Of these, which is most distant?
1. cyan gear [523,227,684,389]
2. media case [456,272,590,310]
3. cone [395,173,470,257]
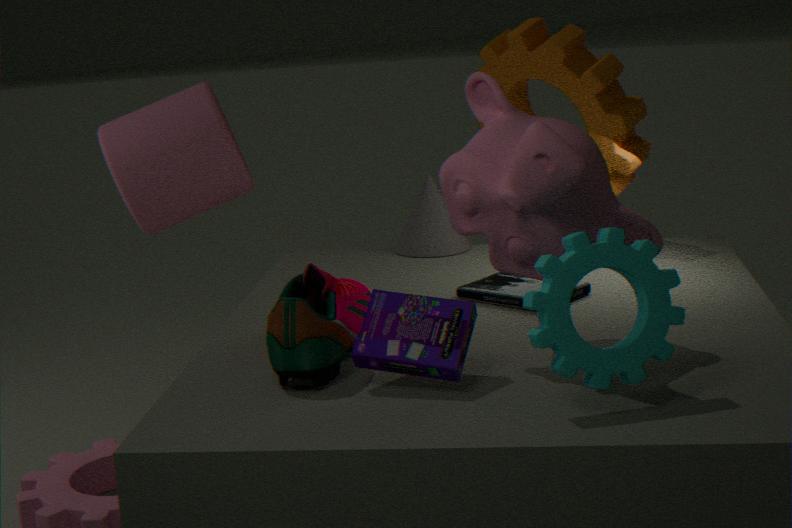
cone [395,173,470,257]
